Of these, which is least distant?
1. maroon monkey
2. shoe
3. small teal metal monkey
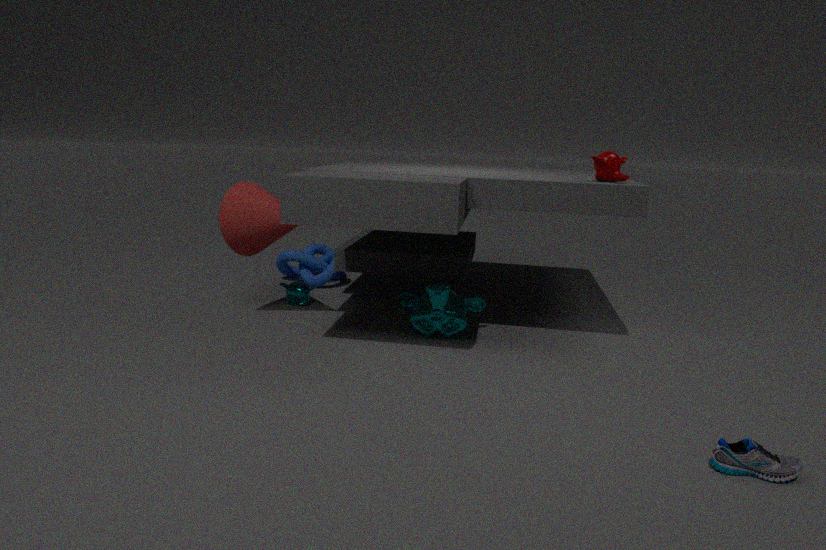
shoe
